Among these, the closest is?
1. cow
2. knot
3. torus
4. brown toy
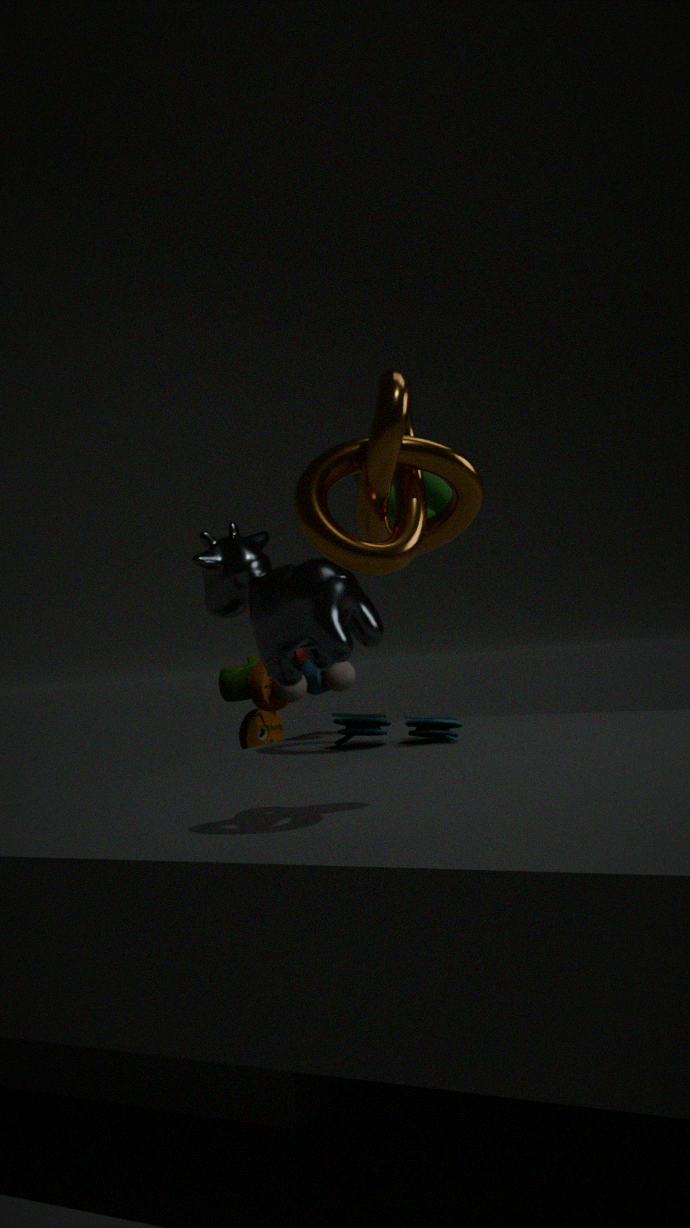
knot
